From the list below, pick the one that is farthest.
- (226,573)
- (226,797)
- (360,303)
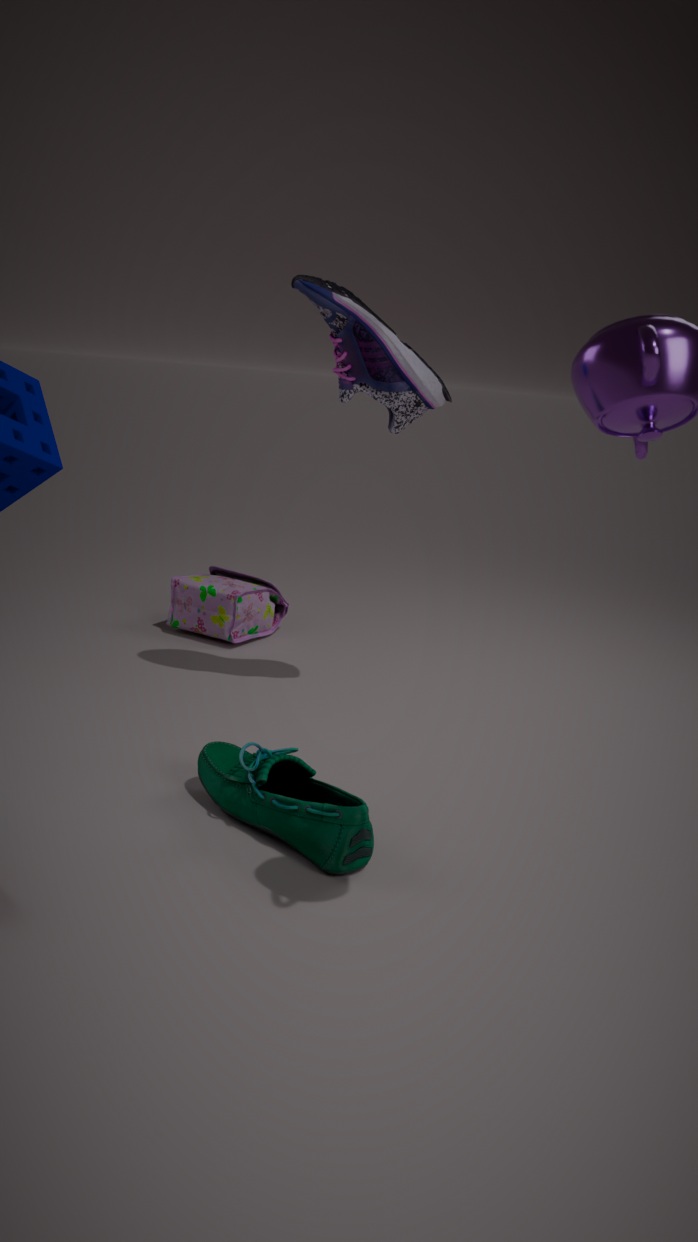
(226,573)
